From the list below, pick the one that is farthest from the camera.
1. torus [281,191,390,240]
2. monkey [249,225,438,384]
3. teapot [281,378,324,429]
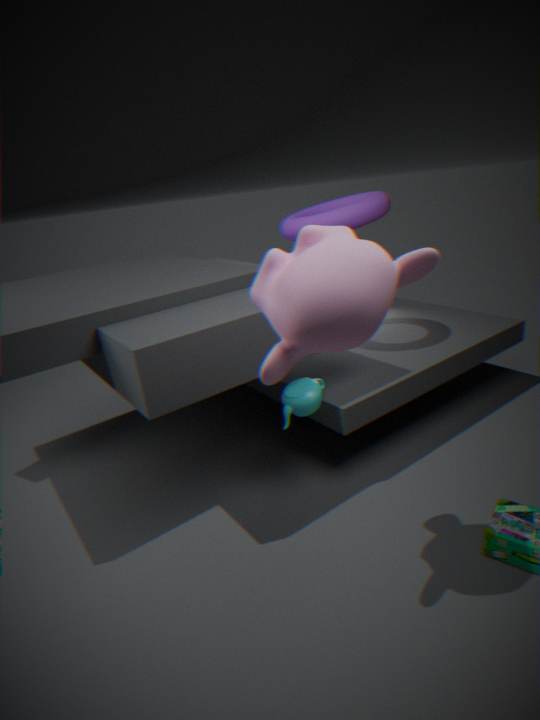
torus [281,191,390,240]
